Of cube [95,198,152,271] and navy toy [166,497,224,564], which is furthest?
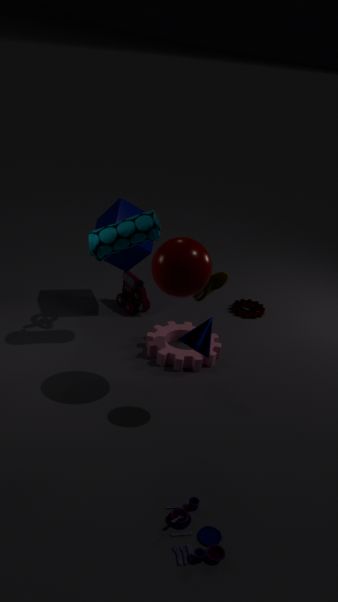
cube [95,198,152,271]
